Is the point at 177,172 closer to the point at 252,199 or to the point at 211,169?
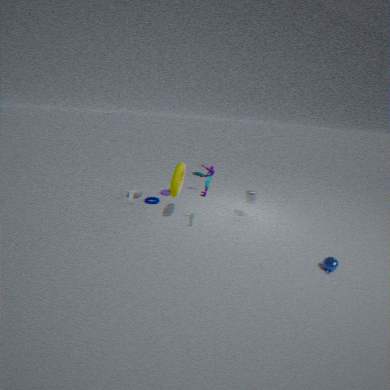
the point at 211,169
